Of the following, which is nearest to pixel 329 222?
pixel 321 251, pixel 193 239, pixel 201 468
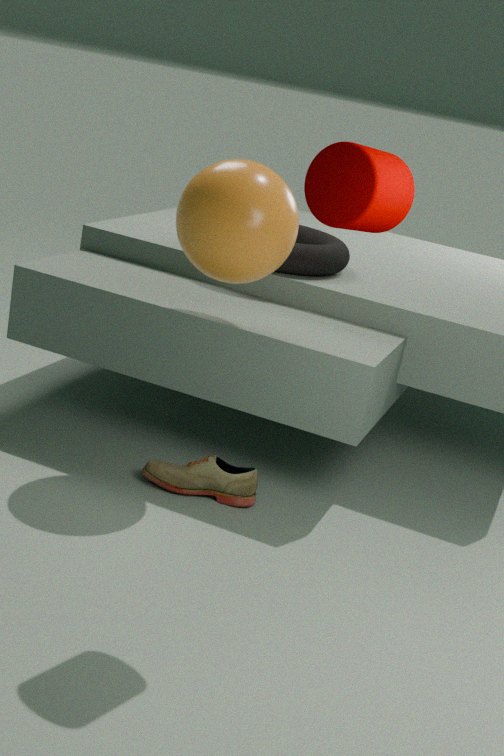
pixel 193 239
